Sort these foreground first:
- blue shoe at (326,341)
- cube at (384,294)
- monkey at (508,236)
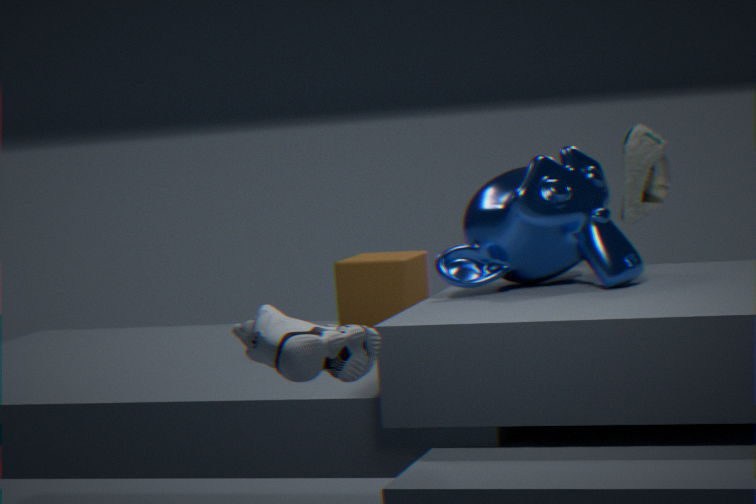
blue shoe at (326,341)
monkey at (508,236)
cube at (384,294)
